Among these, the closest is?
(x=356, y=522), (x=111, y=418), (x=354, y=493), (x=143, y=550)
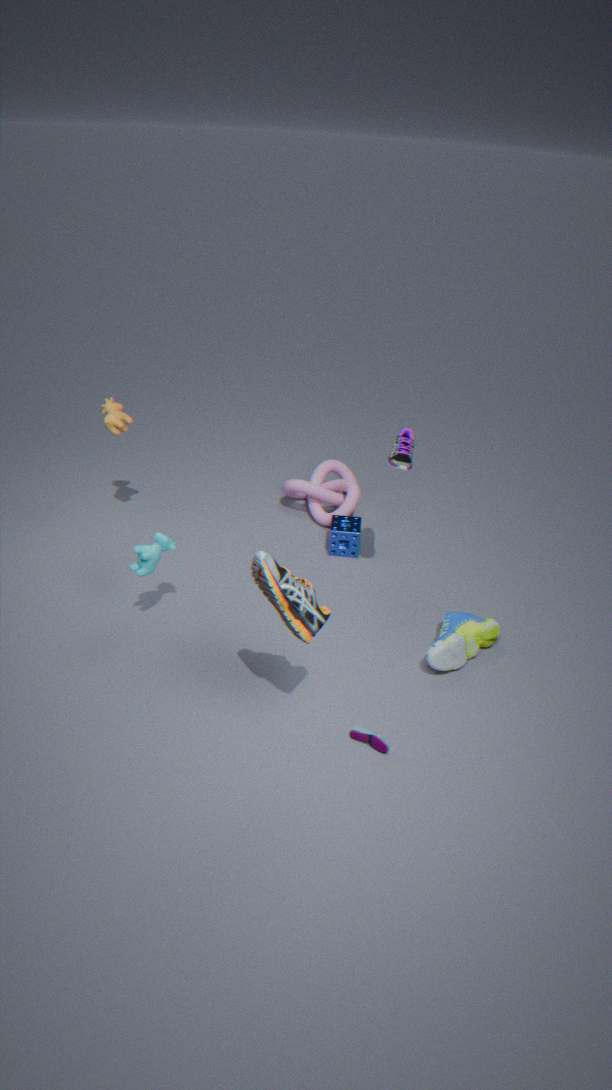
(x=143, y=550)
